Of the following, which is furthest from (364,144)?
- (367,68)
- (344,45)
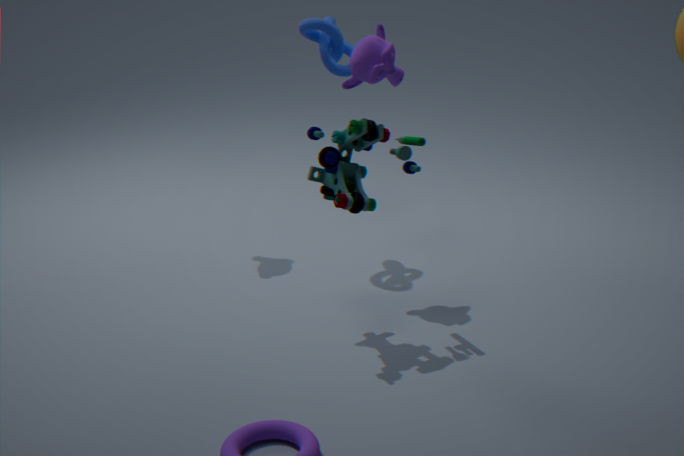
(344,45)
